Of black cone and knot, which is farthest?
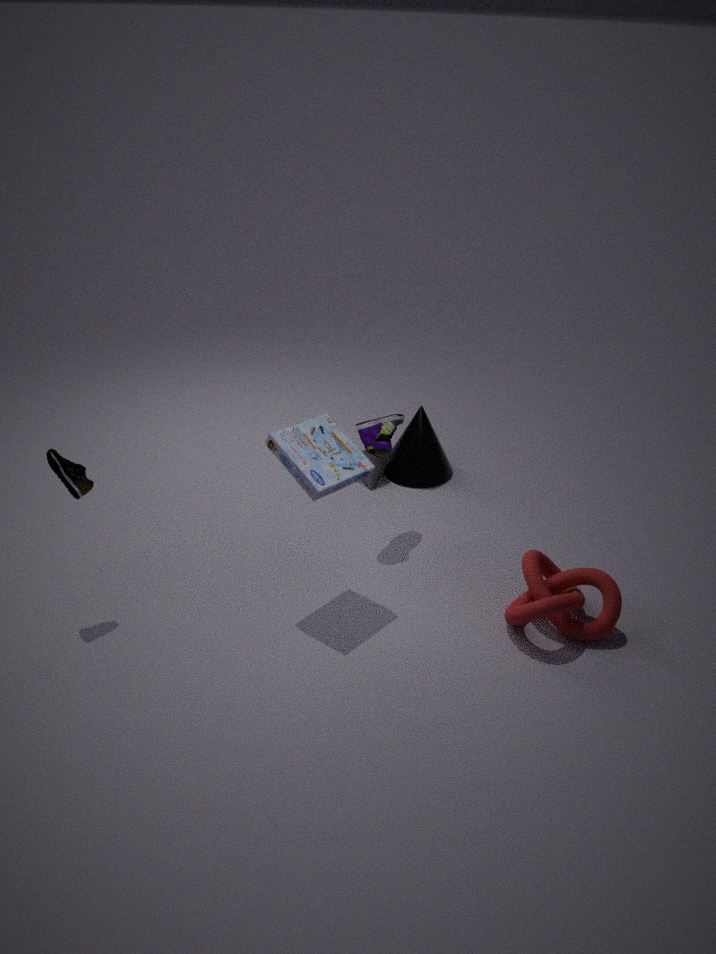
black cone
